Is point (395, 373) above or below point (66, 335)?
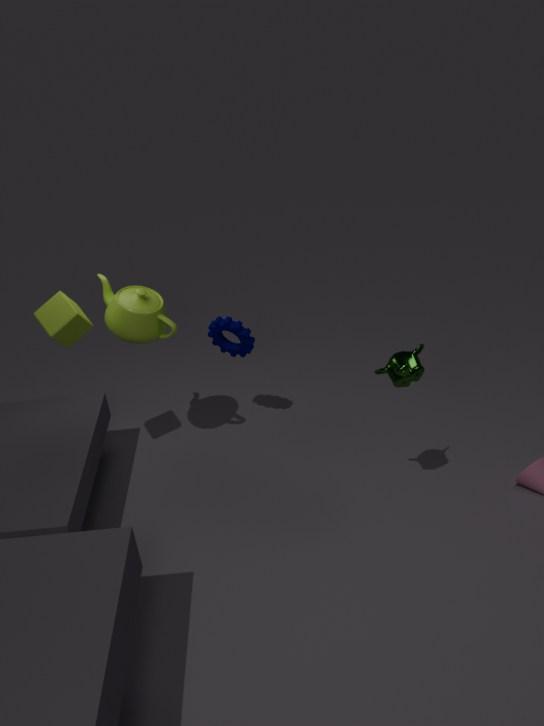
below
